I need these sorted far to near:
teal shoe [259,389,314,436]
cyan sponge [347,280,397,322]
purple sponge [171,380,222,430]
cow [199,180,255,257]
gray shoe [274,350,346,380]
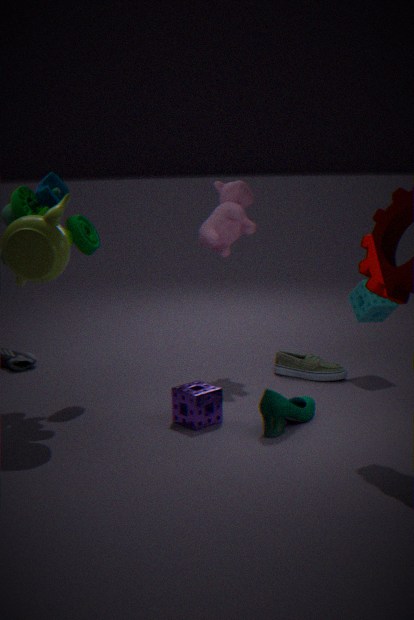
1. gray shoe [274,350,346,380]
2. cyan sponge [347,280,397,322]
3. cow [199,180,255,257]
4. purple sponge [171,380,222,430]
5. teal shoe [259,389,314,436]
